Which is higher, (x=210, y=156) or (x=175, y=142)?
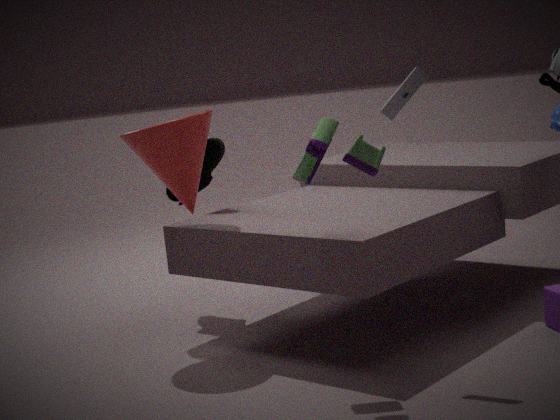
(x=175, y=142)
